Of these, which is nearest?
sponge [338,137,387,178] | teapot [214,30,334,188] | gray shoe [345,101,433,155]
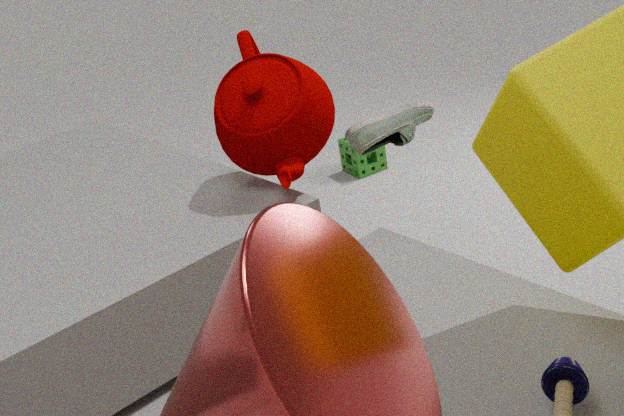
teapot [214,30,334,188]
